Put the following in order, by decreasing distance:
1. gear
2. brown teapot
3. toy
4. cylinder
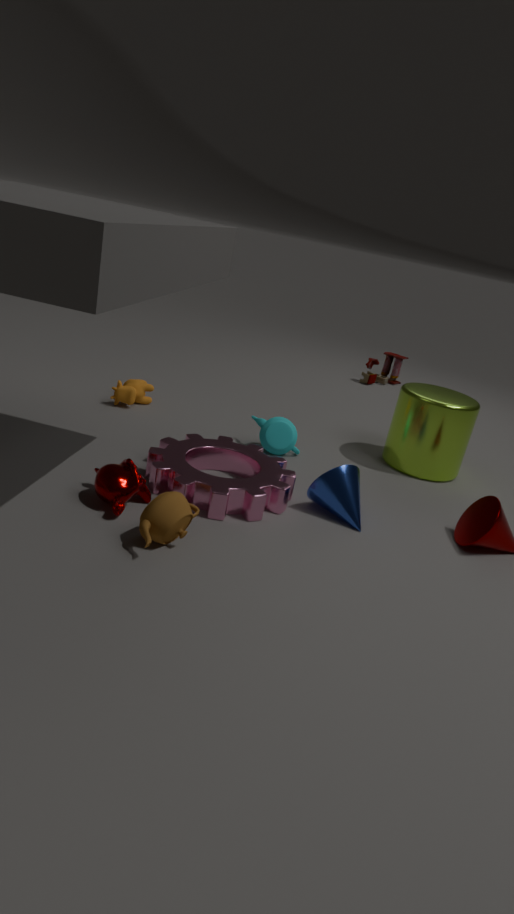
toy < cylinder < gear < brown teapot
